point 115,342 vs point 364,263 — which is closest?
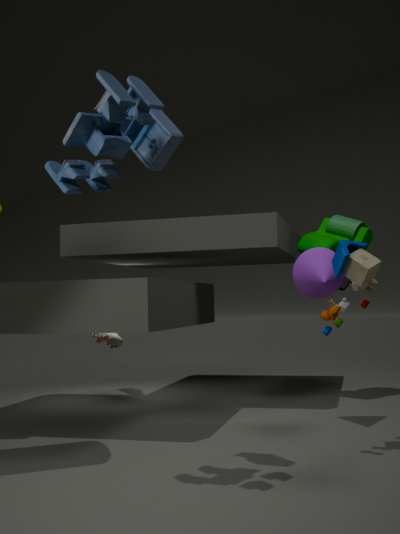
point 364,263
